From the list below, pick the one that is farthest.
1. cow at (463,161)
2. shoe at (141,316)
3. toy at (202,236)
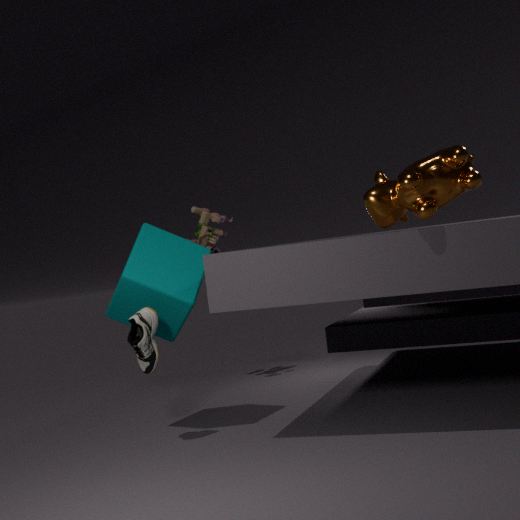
toy at (202,236)
